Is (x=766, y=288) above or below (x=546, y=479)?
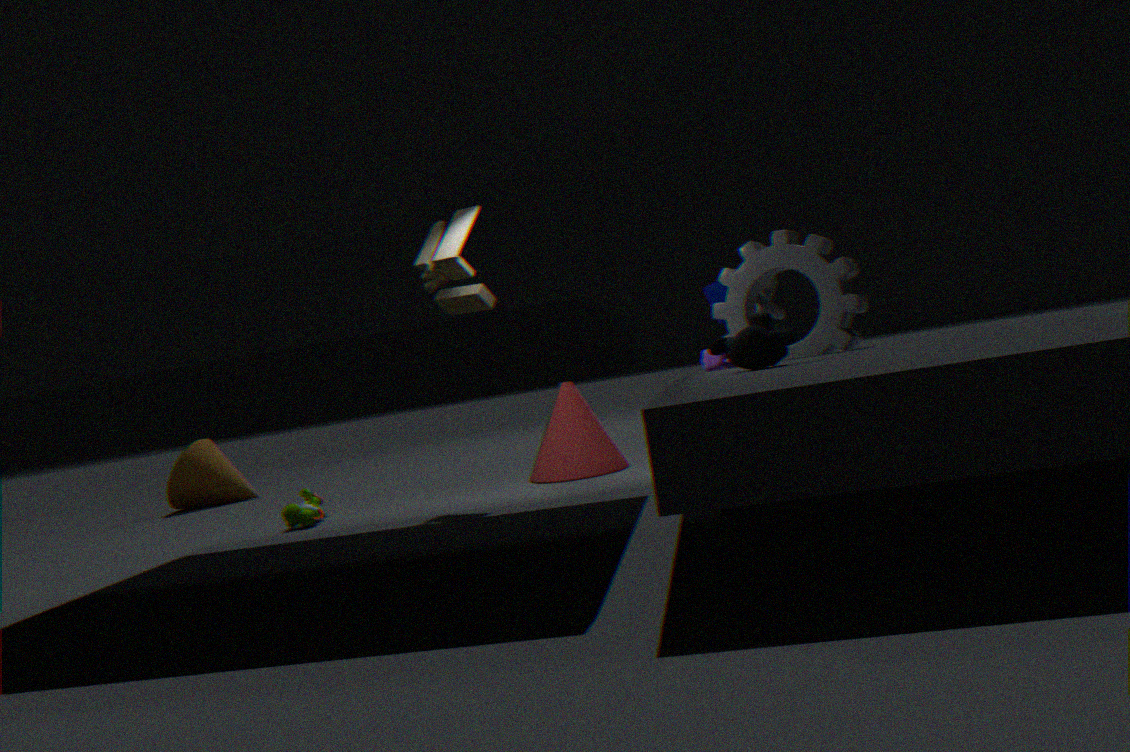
above
